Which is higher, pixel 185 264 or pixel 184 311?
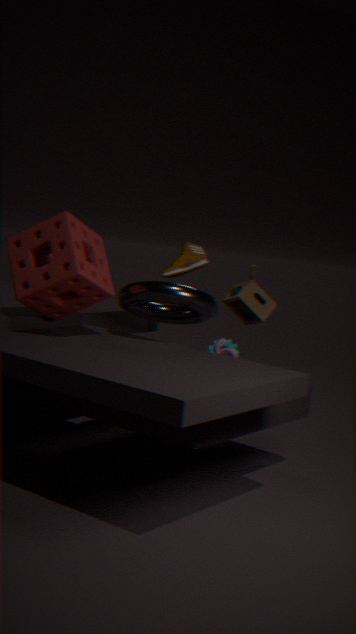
pixel 185 264
